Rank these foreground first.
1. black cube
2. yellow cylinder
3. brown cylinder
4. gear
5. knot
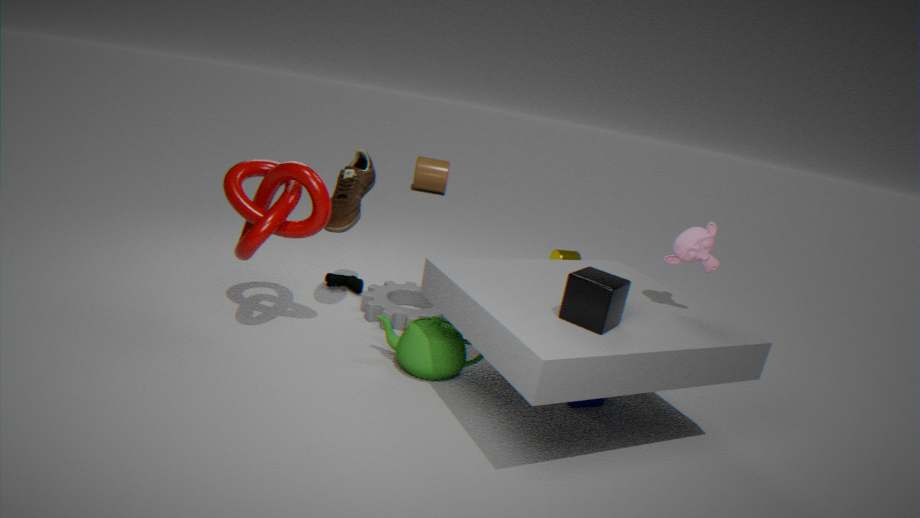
black cube < knot < gear < yellow cylinder < brown cylinder
